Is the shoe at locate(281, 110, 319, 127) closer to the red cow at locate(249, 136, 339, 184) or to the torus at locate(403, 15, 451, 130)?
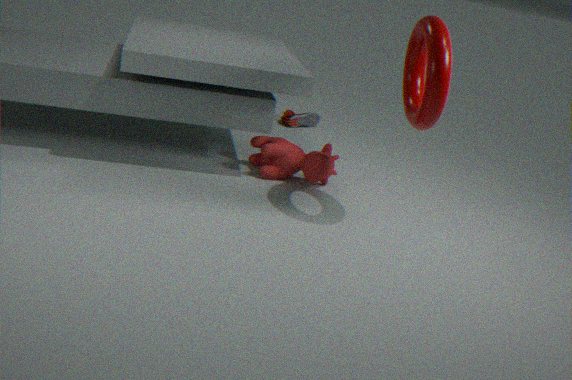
the red cow at locate(249, 136, 339, 184)
